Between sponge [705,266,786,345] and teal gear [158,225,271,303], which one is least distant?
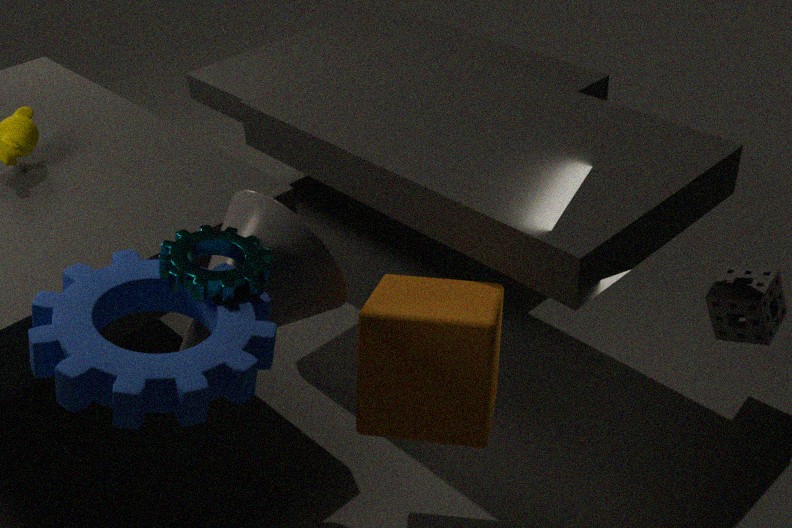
teal gear [158,225,271,303]
